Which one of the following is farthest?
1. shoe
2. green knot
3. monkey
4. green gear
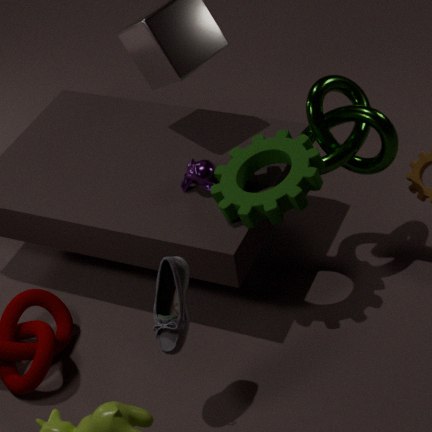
monkey
